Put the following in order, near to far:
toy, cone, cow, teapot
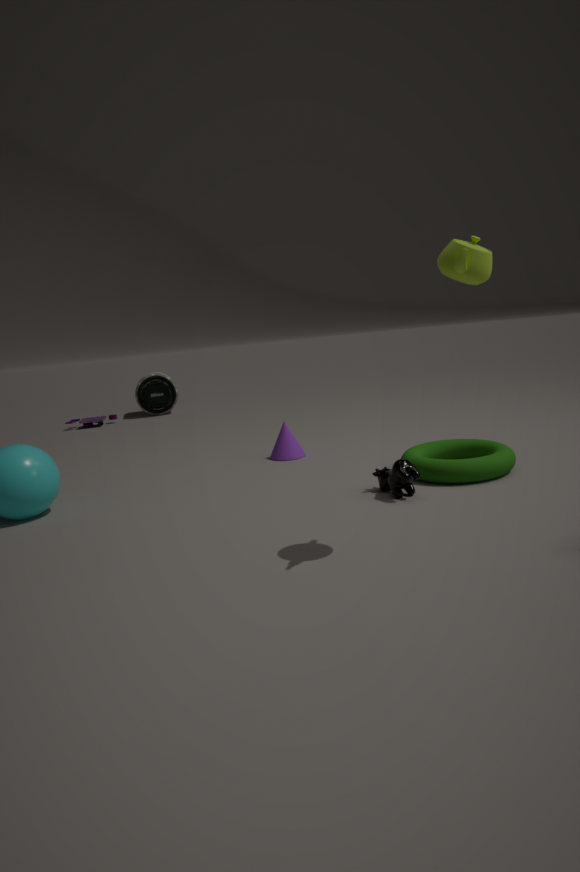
teapot → cow → cone → toy
